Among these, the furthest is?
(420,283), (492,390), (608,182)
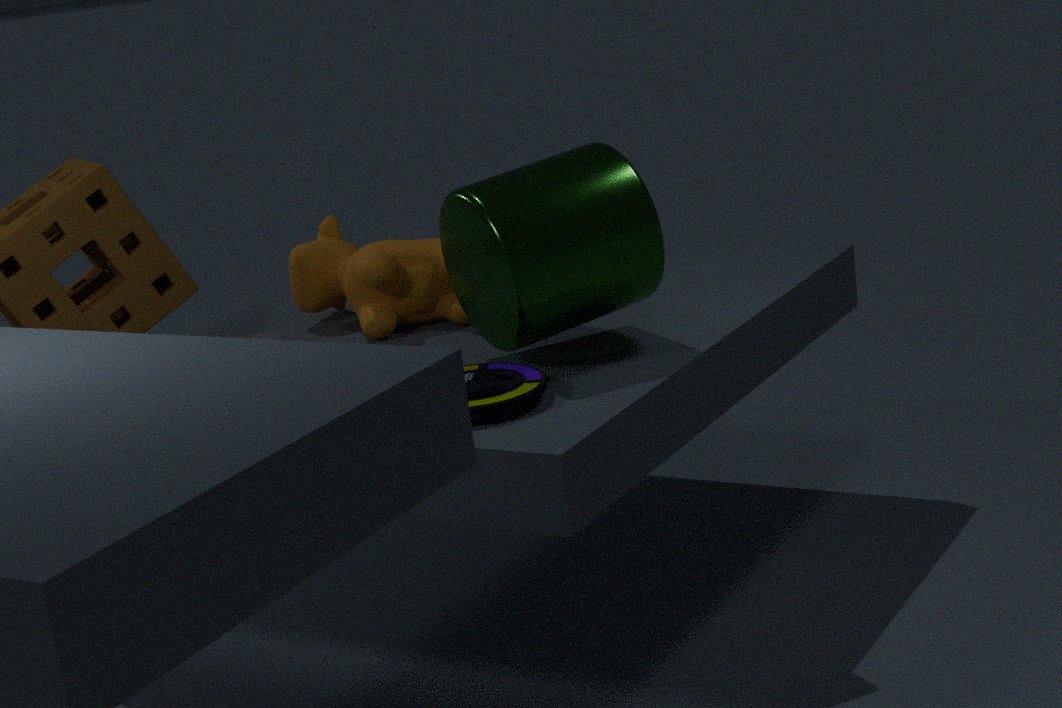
(420,283)
